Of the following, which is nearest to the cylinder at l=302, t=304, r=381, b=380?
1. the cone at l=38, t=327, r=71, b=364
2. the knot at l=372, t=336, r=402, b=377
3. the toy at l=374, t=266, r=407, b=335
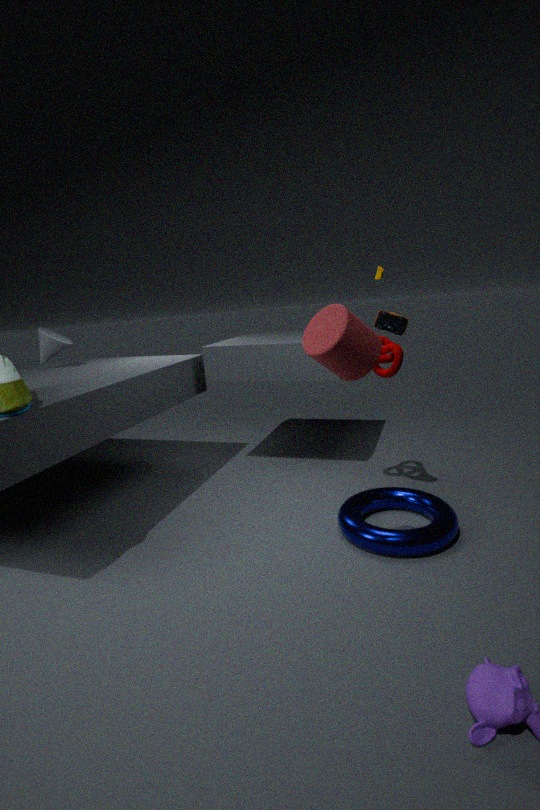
the toy at l=374, t=266, r=407, b=335
